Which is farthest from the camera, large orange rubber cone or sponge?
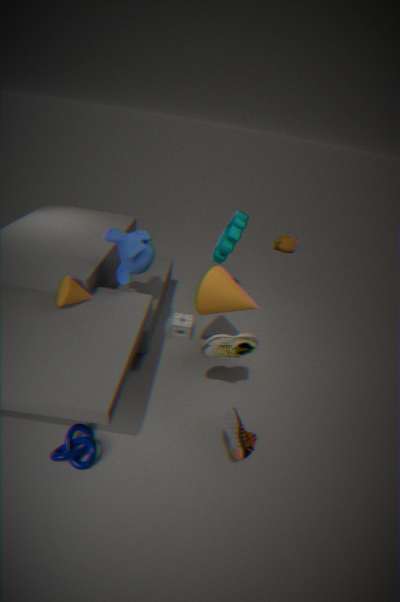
sponge
